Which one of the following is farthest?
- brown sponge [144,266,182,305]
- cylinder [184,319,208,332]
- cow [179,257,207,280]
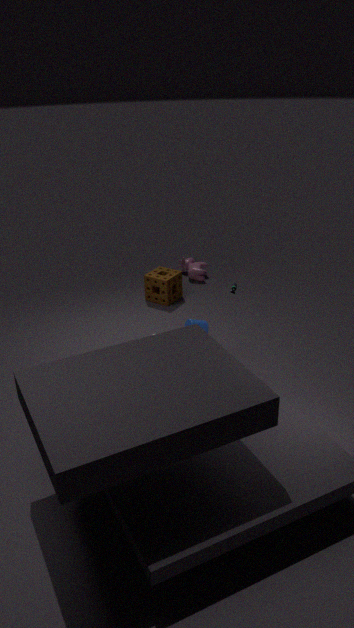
cow [179,257,207,280]
